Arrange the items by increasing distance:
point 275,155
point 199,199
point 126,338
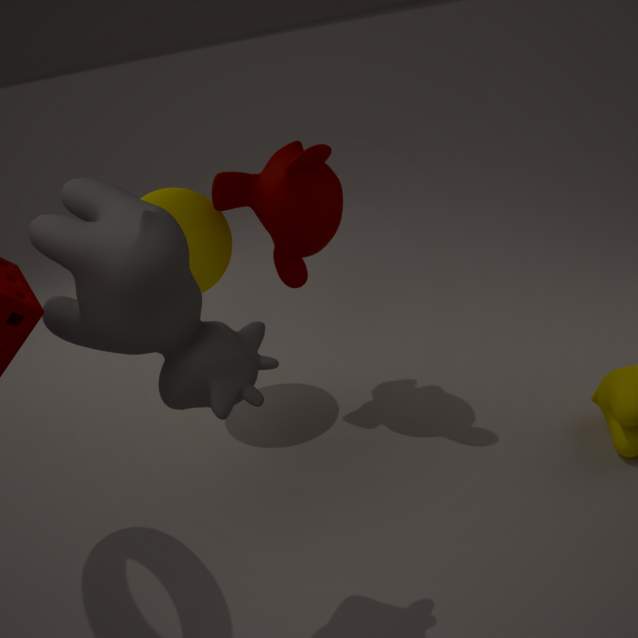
1. point 126,338
2. point 275,155
3. point 199,199
